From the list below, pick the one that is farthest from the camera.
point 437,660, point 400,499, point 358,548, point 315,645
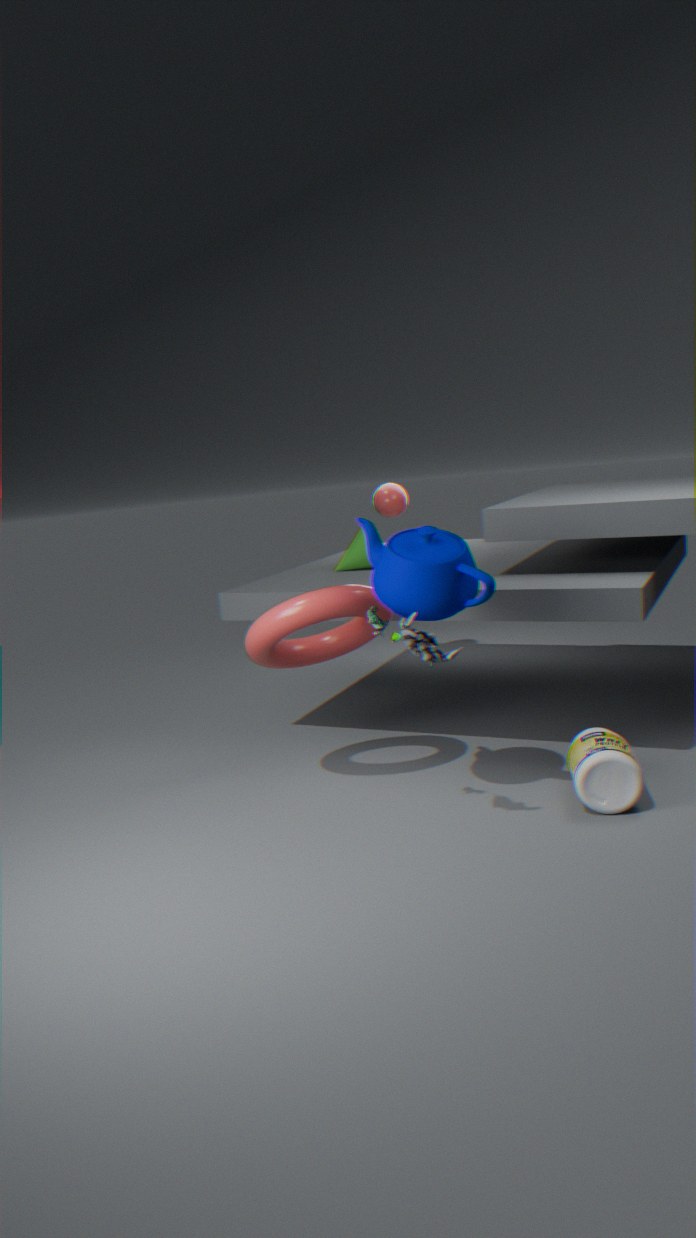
point 400,499
